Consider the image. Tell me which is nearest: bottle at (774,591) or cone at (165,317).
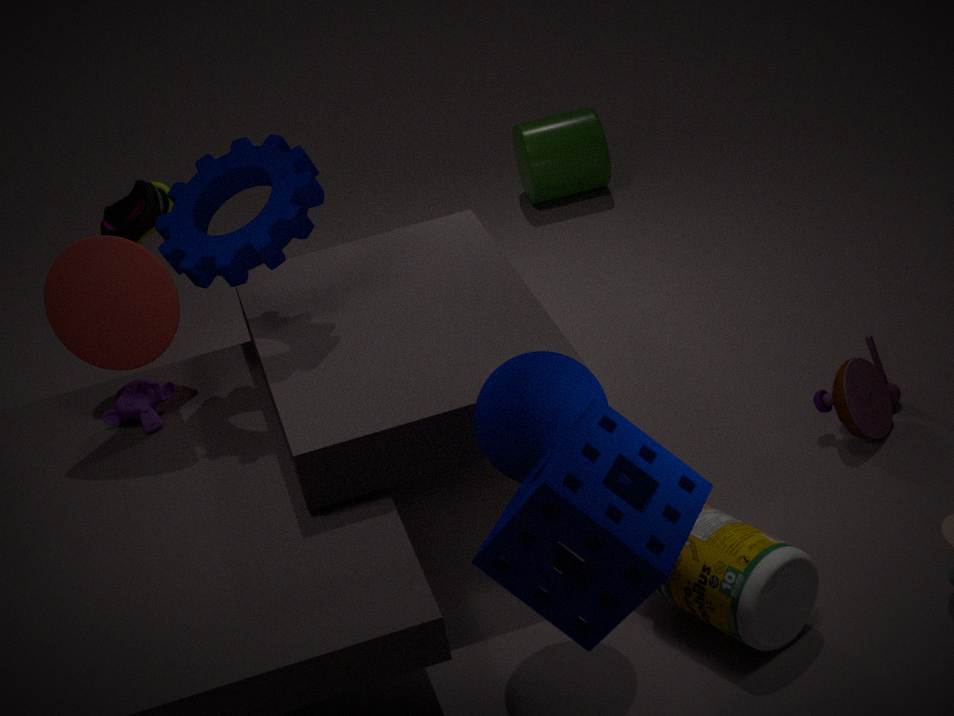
bottle at (774,591)
